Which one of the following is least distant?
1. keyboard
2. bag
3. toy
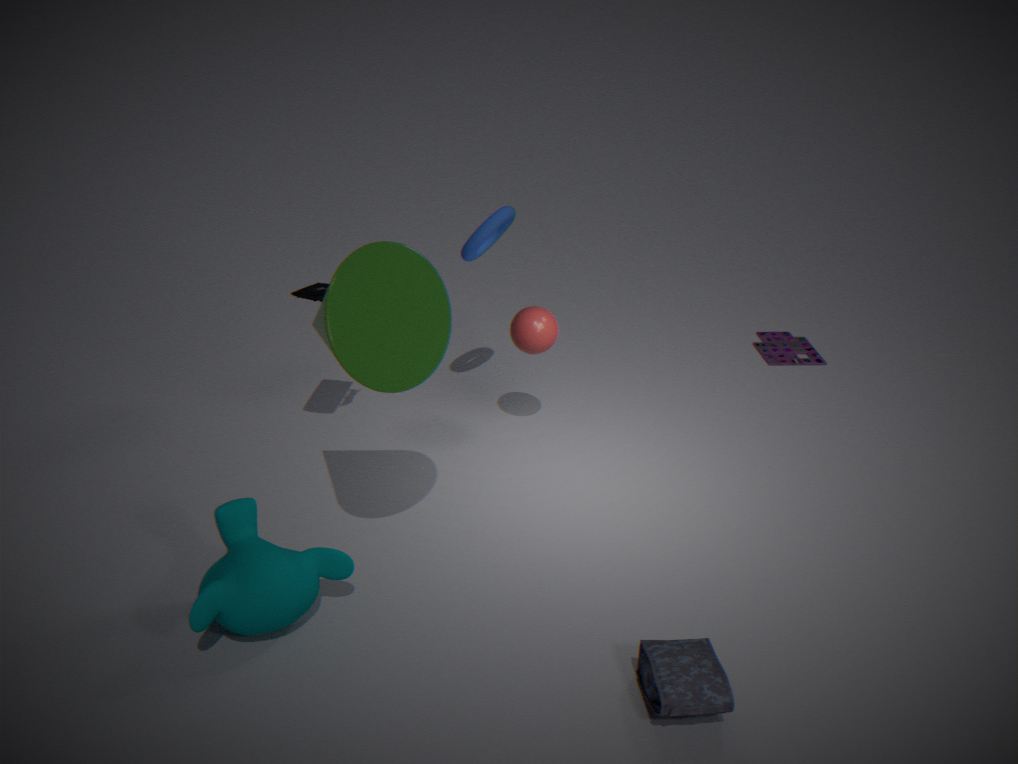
bag
